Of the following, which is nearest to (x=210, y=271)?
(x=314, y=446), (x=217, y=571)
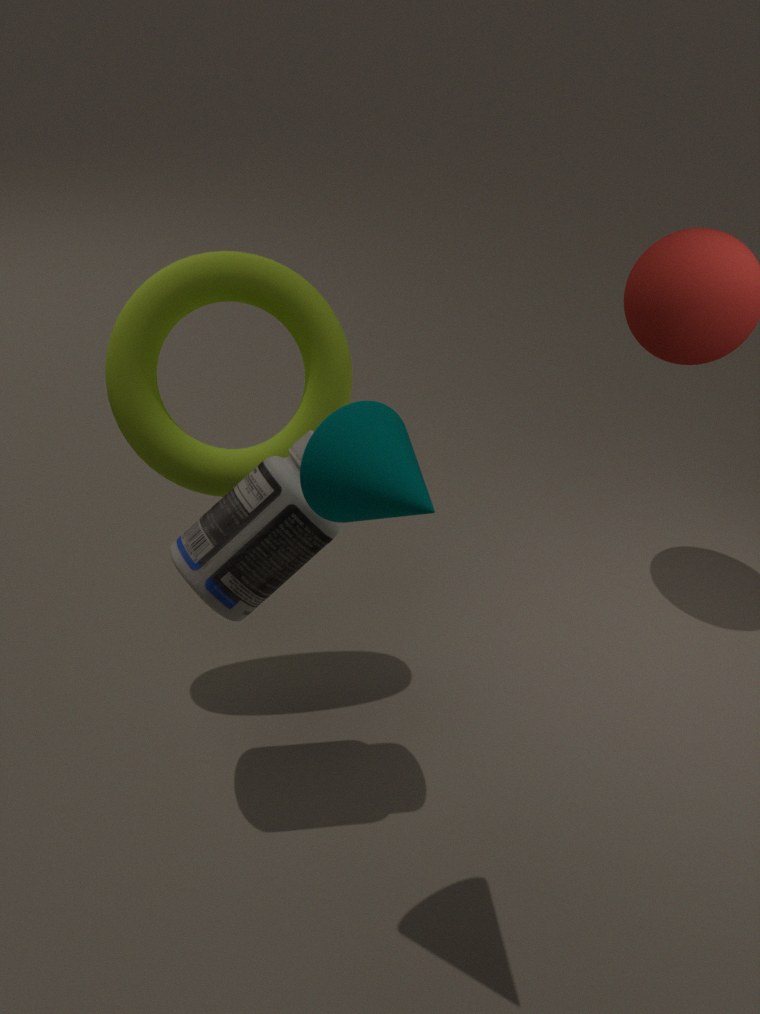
(x=217, y=571)
